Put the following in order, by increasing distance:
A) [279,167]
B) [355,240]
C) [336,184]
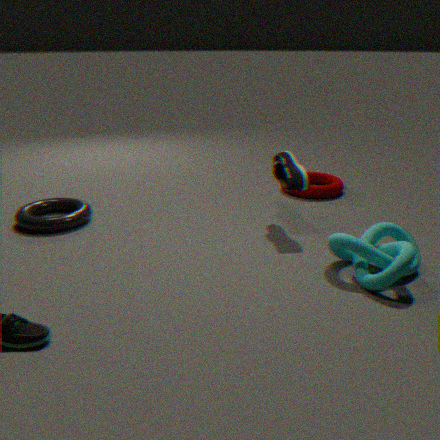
[355,240] < [279,167] < [336,184]
